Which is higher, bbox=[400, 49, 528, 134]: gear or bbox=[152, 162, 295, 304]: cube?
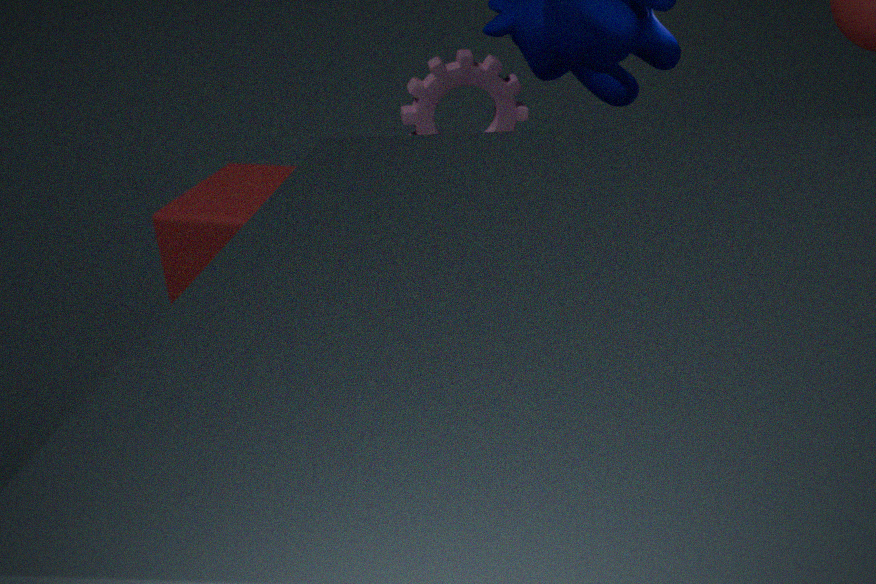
bbox=[400, 49, 528, 134]: gear
